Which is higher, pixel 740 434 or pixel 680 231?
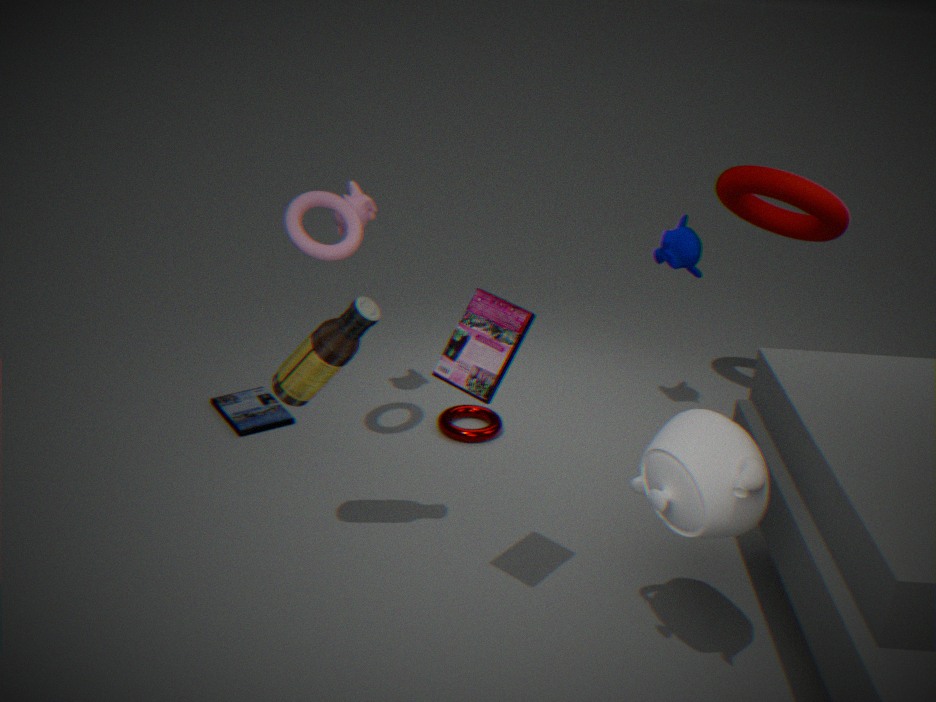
pixel 680 231
